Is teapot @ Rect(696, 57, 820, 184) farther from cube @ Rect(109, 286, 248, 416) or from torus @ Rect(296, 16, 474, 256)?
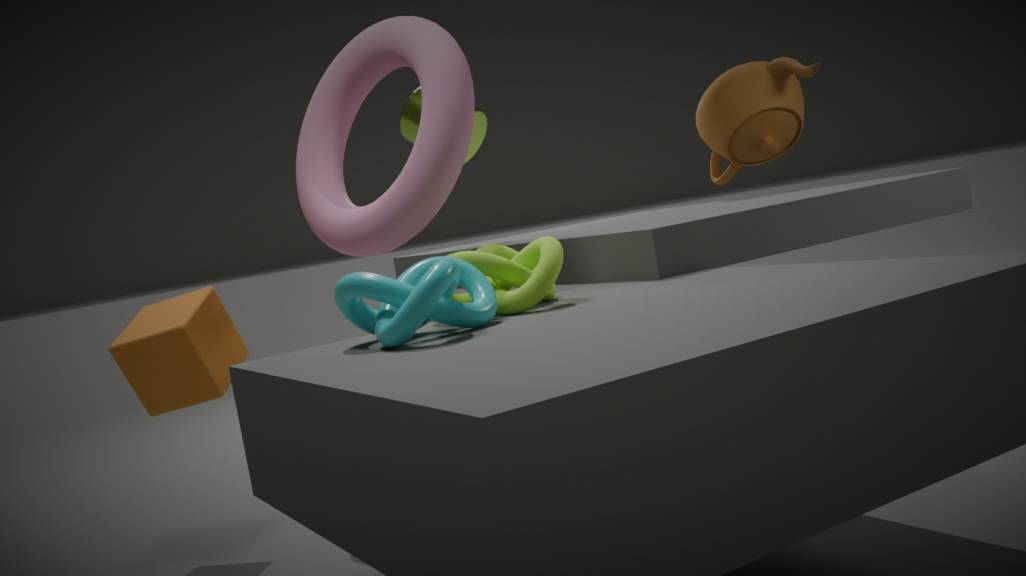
cube @ Rect(109, 286, 248, 416)
